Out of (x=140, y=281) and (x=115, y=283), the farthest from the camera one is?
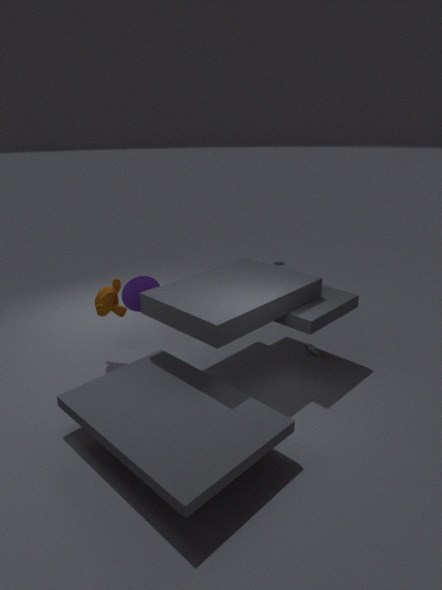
(x=115, y=283)
